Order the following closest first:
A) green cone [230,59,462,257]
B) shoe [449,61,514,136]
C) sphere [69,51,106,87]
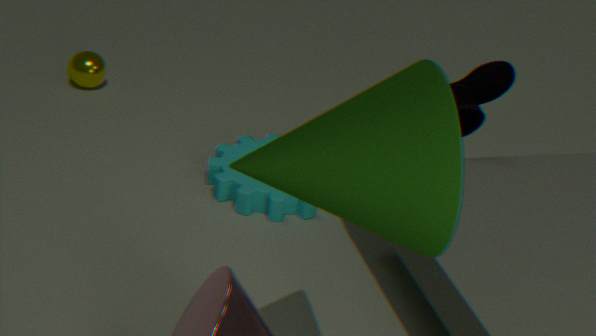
green cone [230,59,462,257] → shoe [449,61,514,136] → sphere [69,51,106,87]
